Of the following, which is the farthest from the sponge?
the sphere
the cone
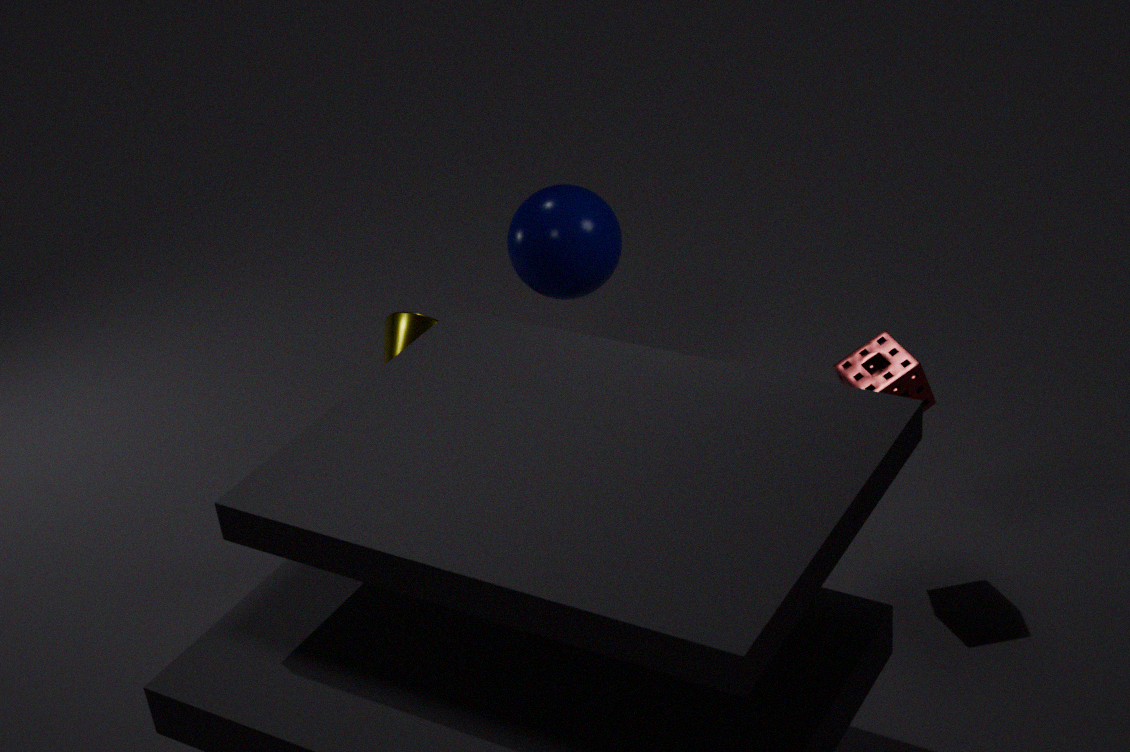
the cone
